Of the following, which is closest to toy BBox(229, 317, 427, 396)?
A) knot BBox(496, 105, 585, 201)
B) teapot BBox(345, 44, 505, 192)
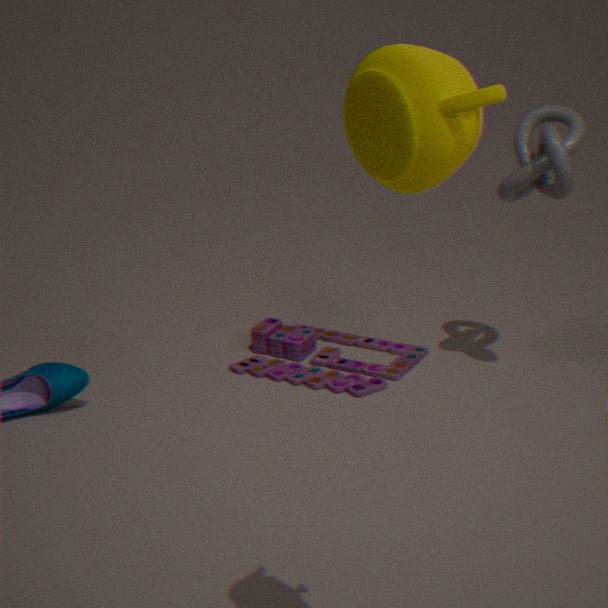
knot BBox(496, 105, 585, 201)
